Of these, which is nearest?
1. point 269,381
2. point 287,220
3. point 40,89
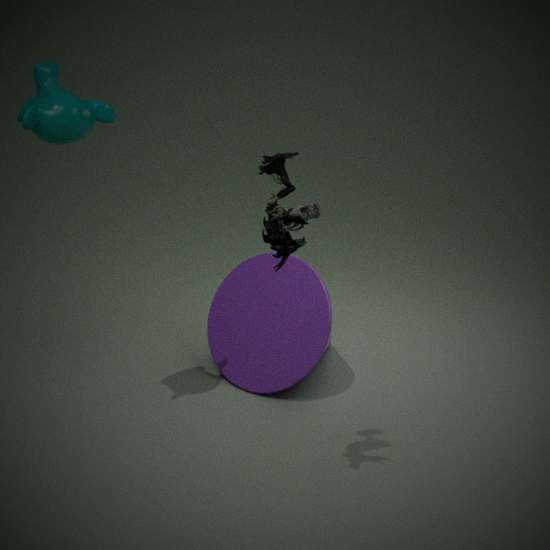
point 287,220
